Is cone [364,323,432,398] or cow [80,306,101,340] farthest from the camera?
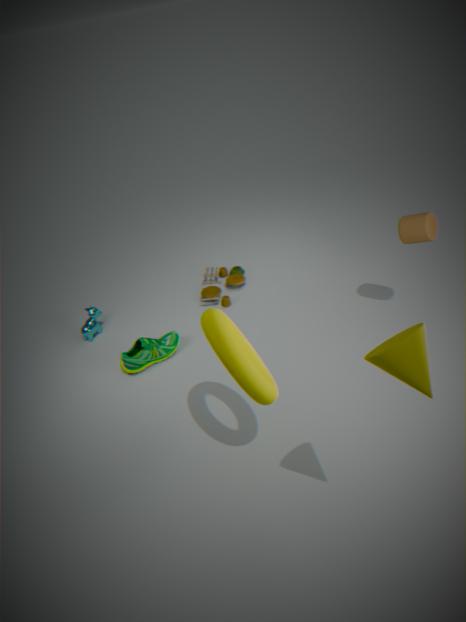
cow [80,306,101,340]
